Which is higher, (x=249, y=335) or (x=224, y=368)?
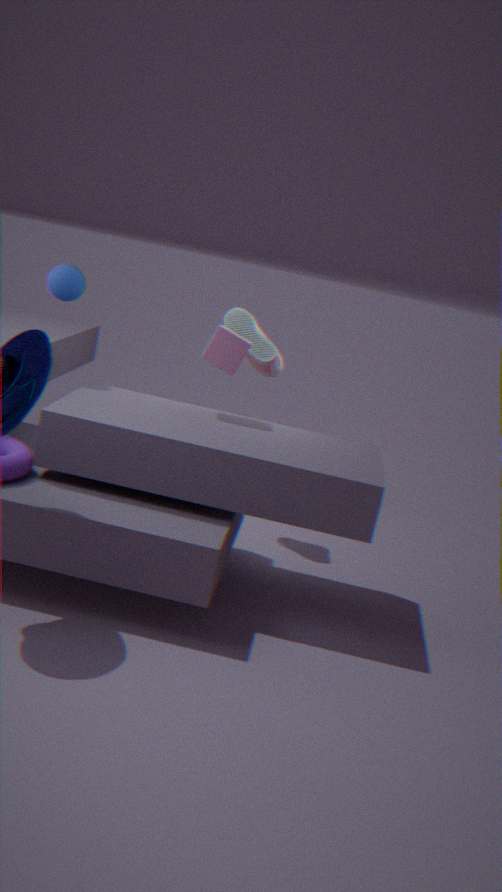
(x=224, y=368)
